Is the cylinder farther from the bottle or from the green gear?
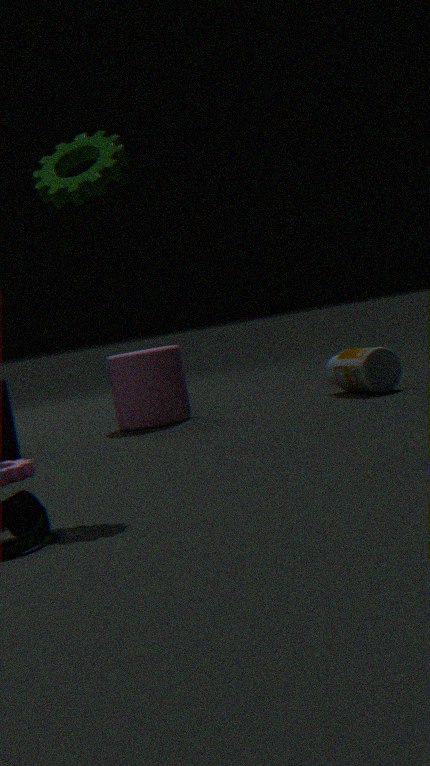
the green gear
